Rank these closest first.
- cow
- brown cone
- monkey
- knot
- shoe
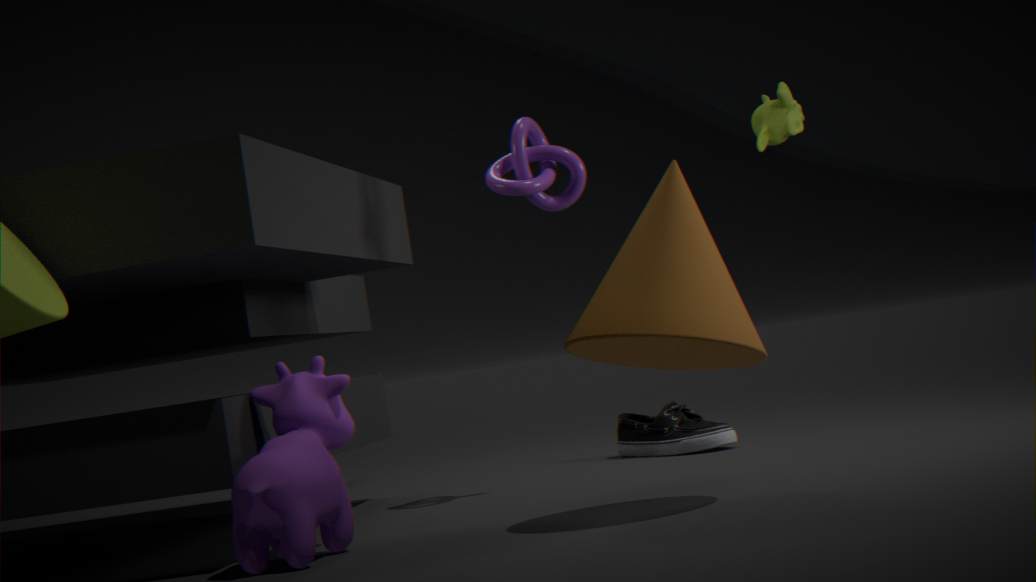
brown cone < cow < knot < shoe < monkey
